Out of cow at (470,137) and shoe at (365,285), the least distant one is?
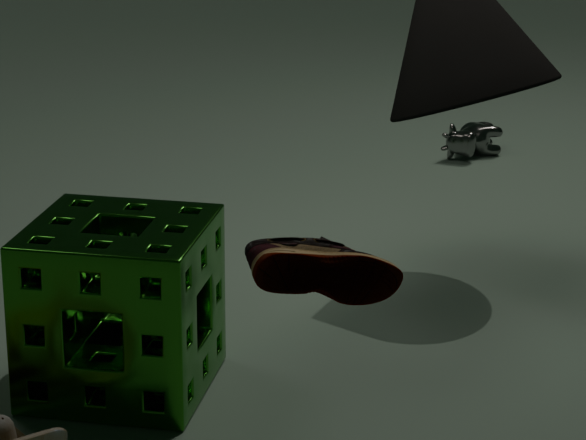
shoe at (365,285)
